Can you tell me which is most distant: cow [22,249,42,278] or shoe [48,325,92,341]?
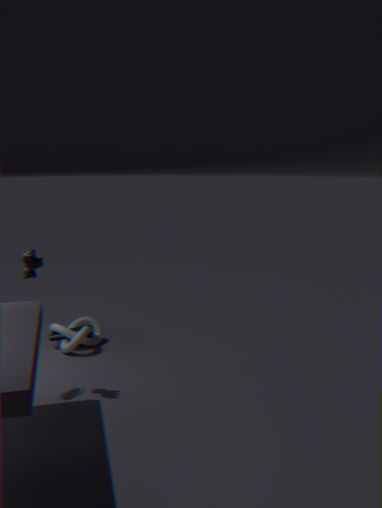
shoe [48,325,92,341]
